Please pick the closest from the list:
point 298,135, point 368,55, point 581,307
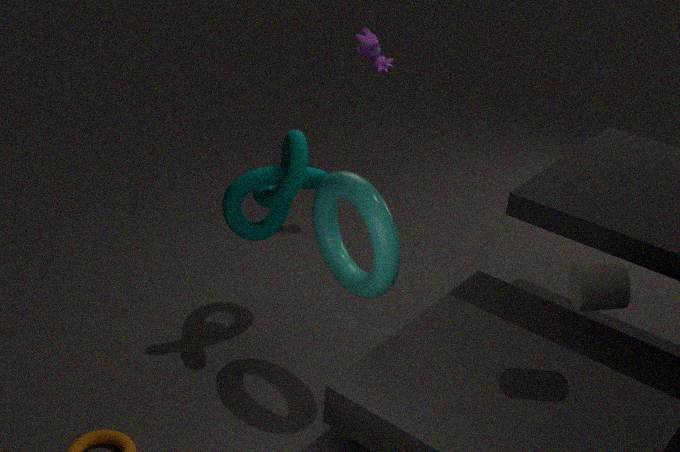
point 581,307
